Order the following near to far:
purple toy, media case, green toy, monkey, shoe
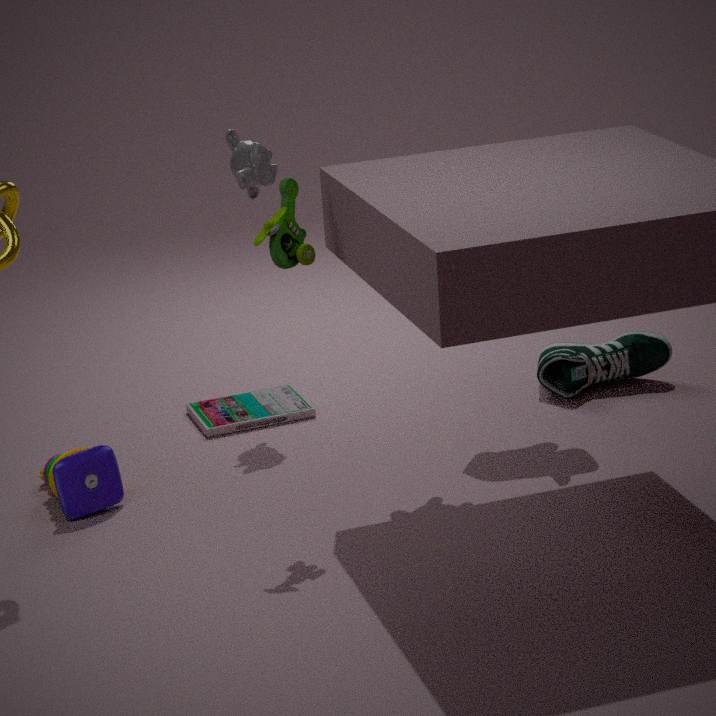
green toy
purple toy
monkey
media case
shoe
